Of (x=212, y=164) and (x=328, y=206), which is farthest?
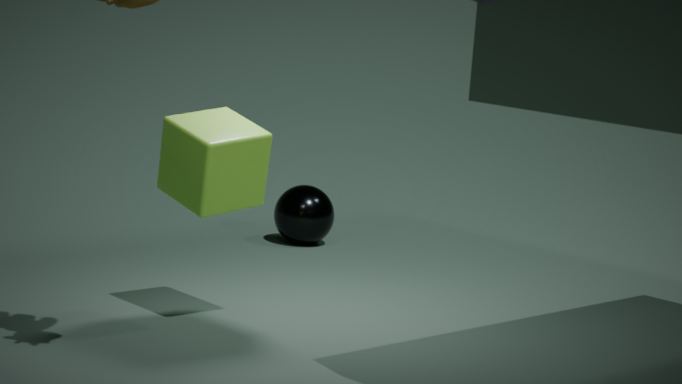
(x=328, y=206)
